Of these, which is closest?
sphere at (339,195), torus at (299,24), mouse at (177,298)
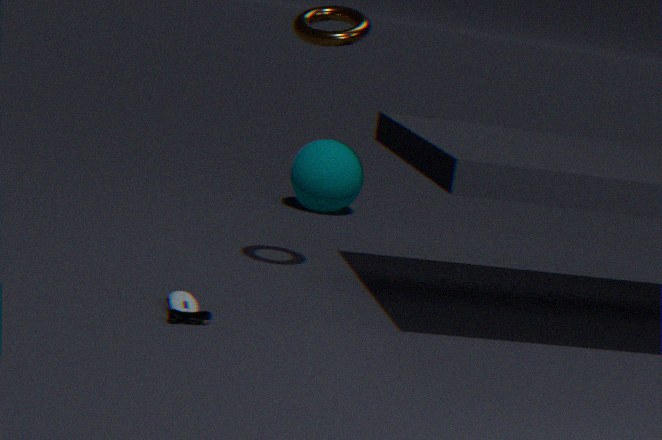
mouse at (177,298)
